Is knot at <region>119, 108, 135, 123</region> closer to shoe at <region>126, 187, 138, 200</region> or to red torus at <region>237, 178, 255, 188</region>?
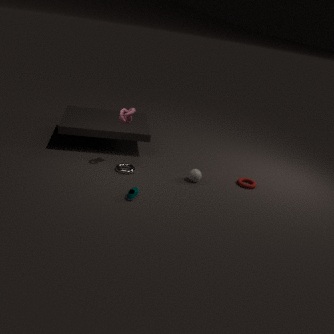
shoe at <region>126, 187, 138, 200</region>
